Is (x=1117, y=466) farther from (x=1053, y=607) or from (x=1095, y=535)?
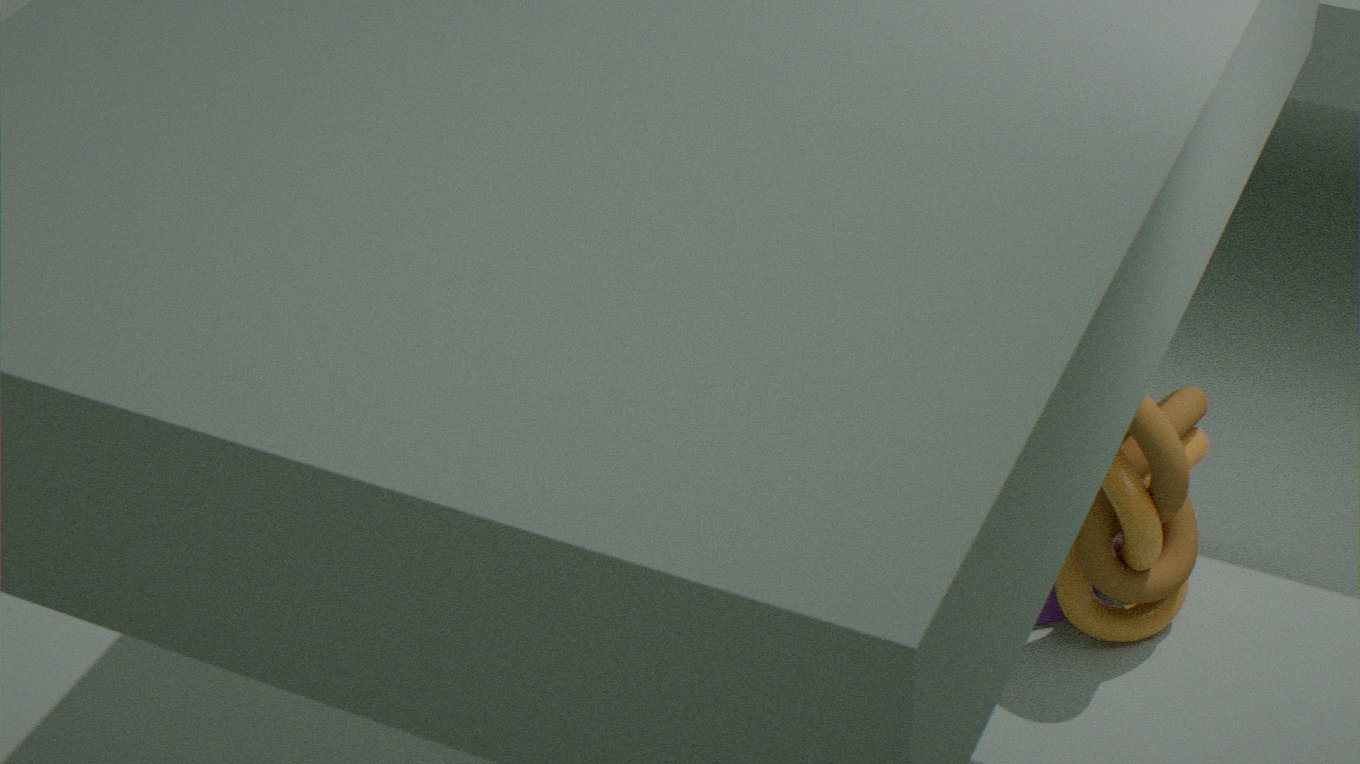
(x=1053, y=607)
